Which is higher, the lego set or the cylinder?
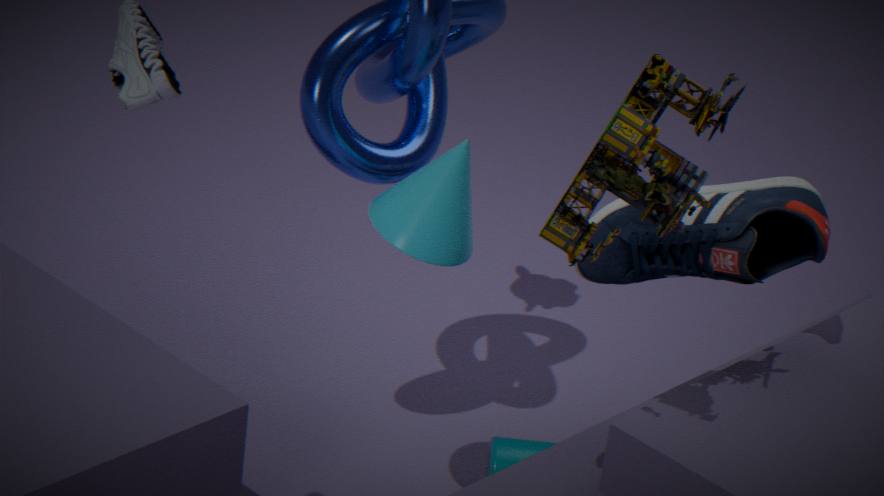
the lego set
